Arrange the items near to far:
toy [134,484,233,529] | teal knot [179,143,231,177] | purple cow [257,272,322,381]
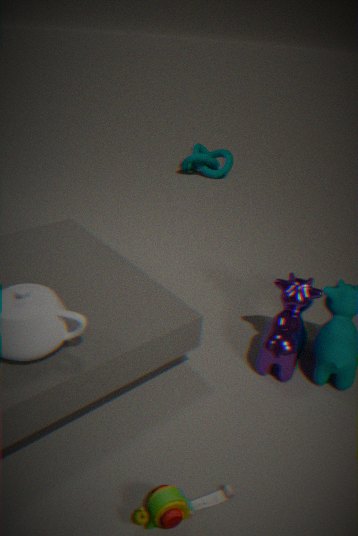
toy [134,484,233,529], purple cow [257,272,322,381], teal knot [179,143,231,177]
